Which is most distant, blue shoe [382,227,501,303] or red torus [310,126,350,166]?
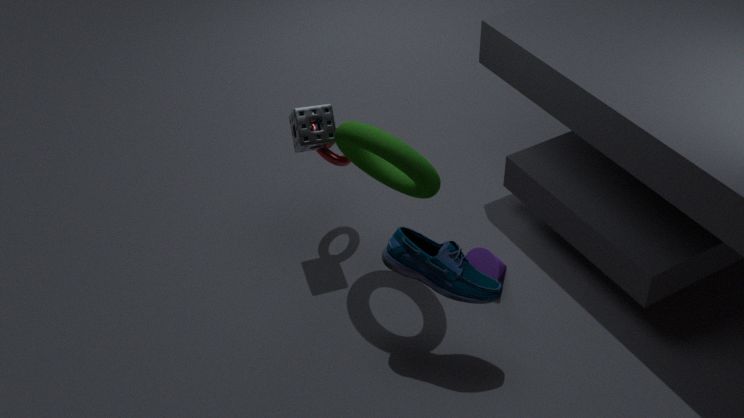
red torus [310,126,350,166]
